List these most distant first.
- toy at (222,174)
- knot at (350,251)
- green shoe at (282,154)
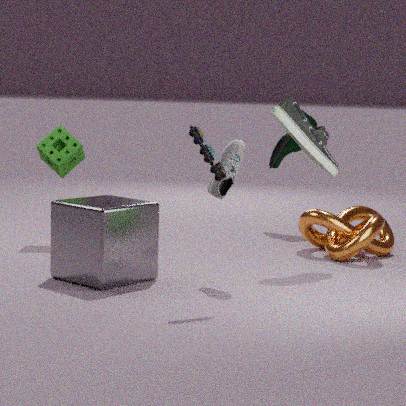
1. green shoe at (282,154)
2. knot at (350,251)
3. toy at (222,174)
